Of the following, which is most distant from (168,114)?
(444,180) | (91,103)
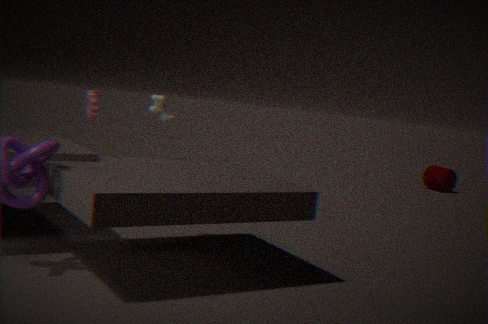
(444,180)
